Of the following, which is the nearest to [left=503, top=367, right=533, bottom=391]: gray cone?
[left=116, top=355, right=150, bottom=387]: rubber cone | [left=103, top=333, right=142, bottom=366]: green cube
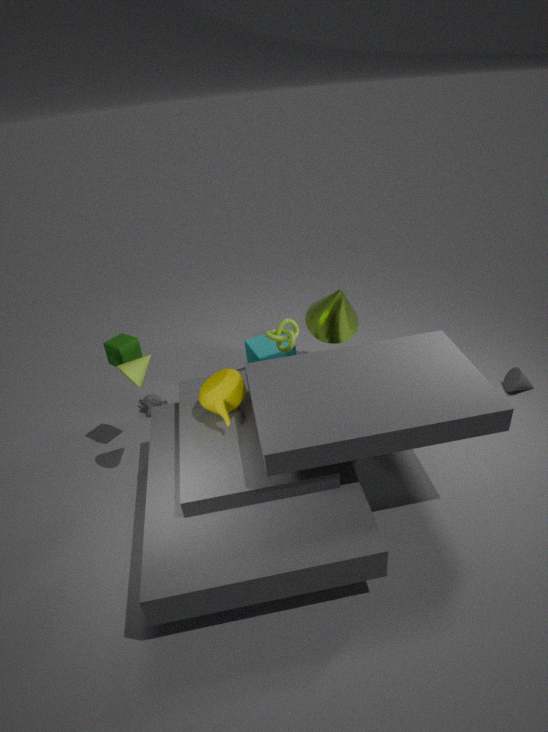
[left=116, top=355, right=150, bottom=387]: rubber cone
